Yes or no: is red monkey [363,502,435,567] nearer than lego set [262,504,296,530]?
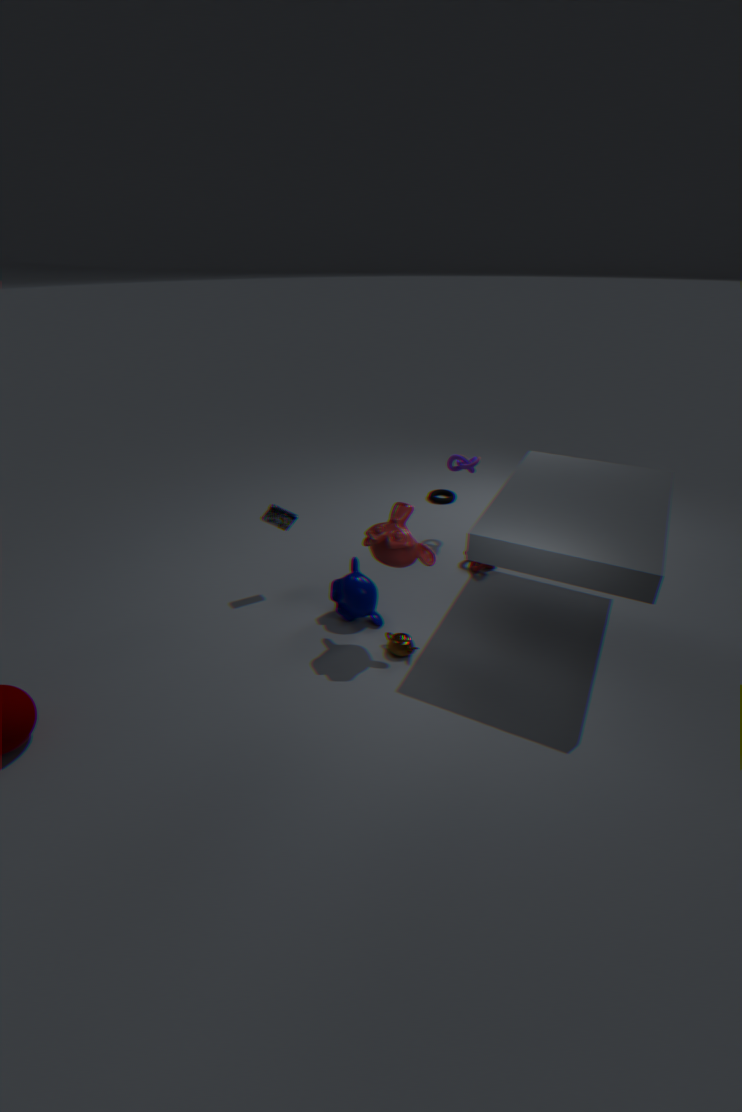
Yes
